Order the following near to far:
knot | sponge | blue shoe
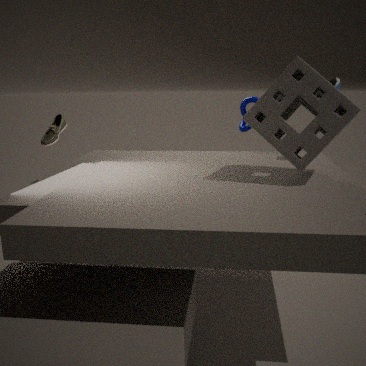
1. sponge
2. blue shoe
3. knot
